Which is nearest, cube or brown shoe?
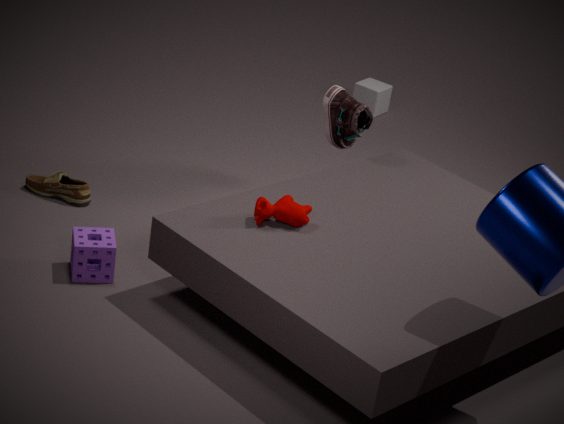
brown shoe
